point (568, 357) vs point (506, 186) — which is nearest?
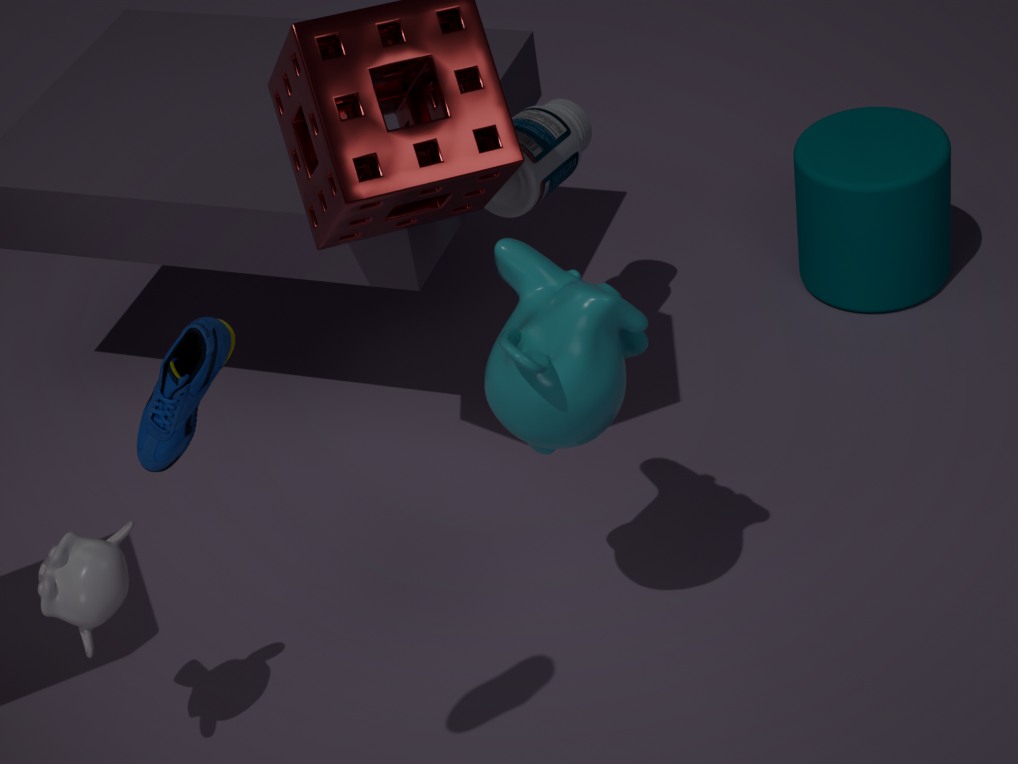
point (568, 357)
